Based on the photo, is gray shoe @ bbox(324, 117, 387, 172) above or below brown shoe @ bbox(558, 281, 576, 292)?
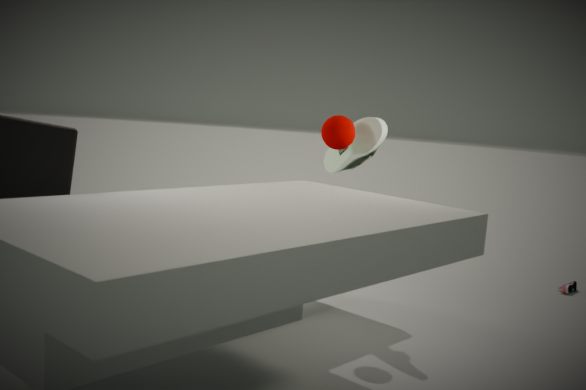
above
